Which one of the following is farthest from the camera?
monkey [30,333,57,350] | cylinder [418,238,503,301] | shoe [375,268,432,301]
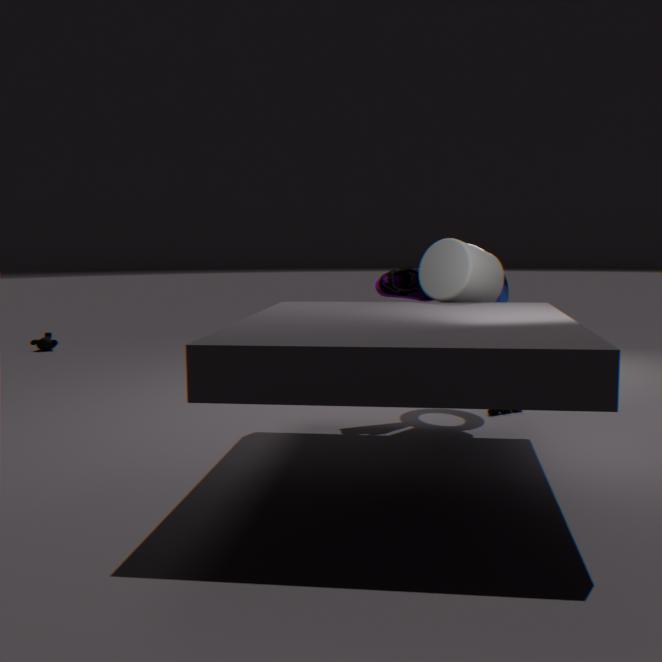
monkey [30,333,57,350]
